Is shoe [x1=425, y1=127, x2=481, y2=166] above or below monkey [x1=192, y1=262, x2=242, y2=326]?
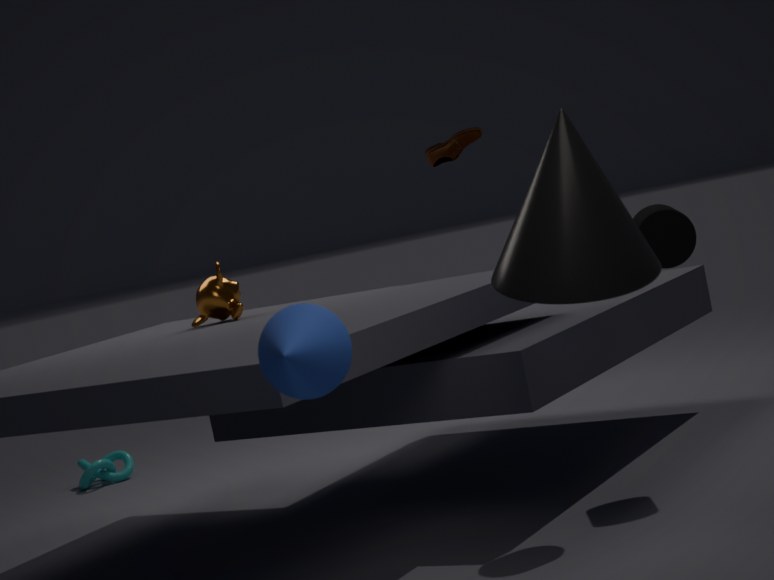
above
